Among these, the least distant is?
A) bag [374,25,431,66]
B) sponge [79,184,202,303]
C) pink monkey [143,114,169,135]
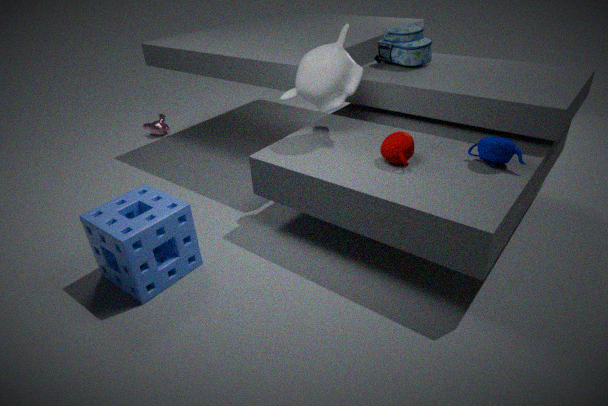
sponge [79,184,202,303]
